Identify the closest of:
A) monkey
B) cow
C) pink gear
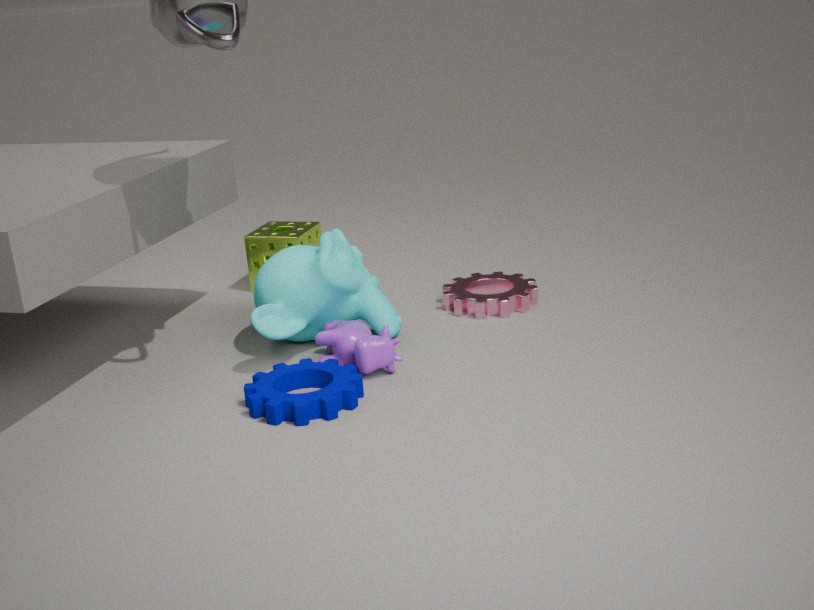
cow
